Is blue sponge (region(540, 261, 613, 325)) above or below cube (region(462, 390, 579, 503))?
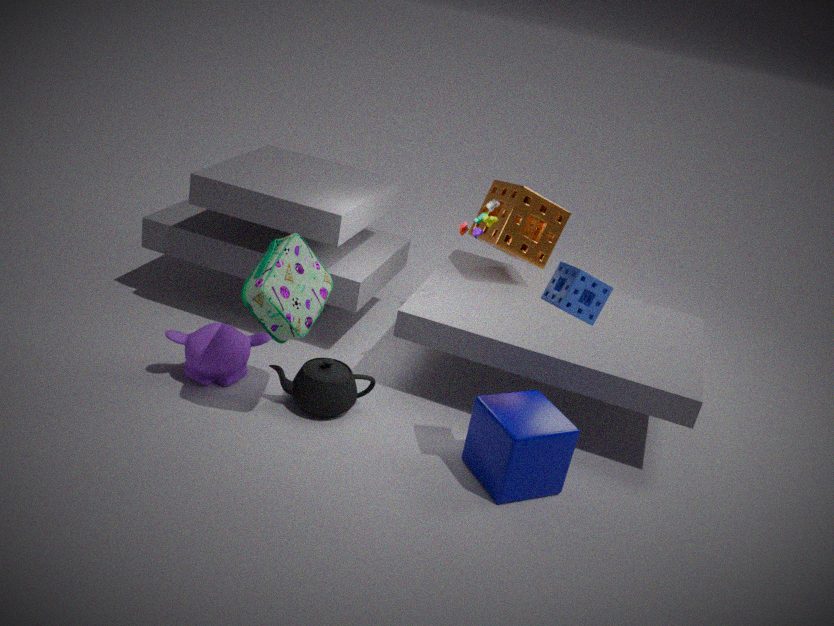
above
